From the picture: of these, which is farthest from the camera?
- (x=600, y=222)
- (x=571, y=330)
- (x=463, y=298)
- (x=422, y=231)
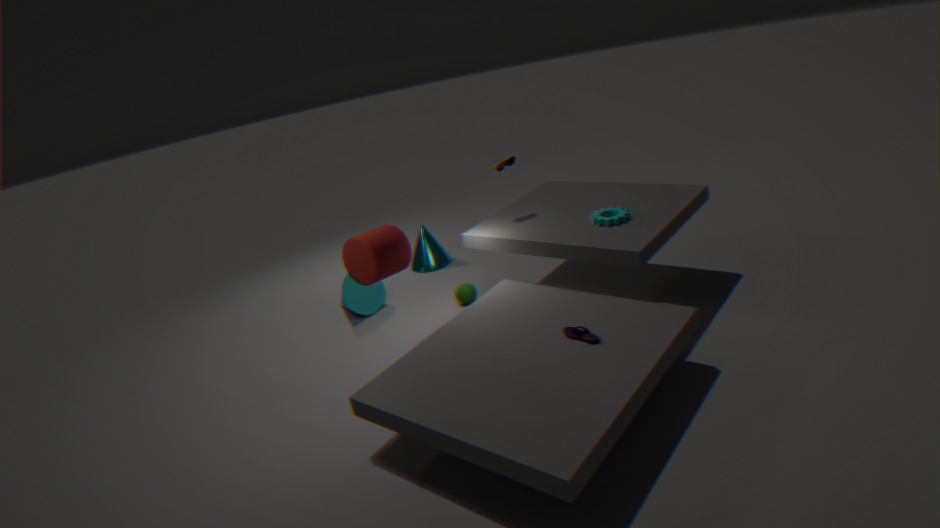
(x=422, y=231)
